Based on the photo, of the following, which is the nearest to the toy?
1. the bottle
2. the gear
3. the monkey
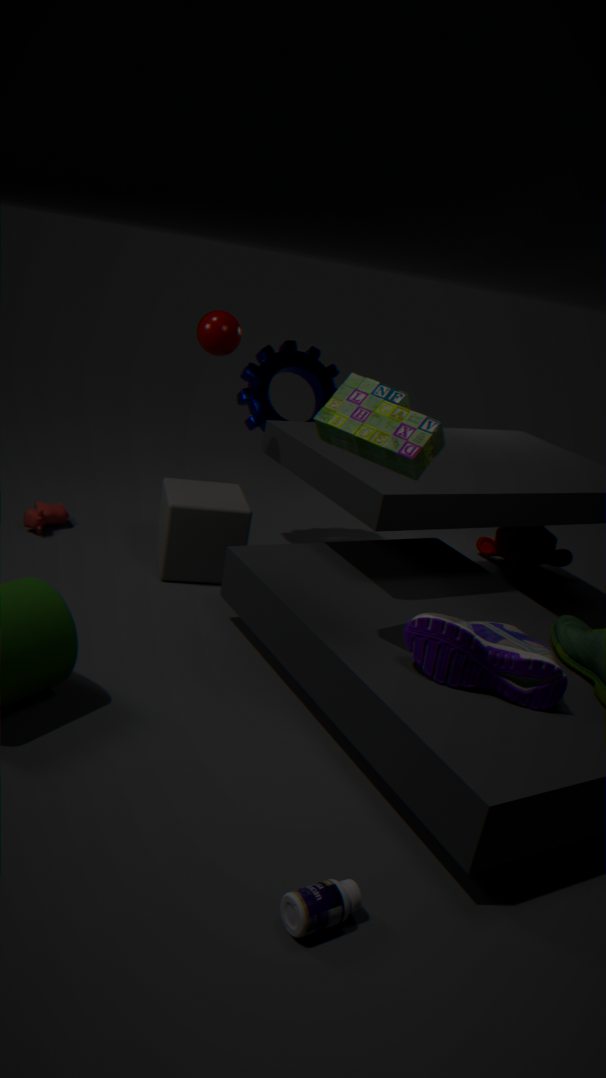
the bottle
